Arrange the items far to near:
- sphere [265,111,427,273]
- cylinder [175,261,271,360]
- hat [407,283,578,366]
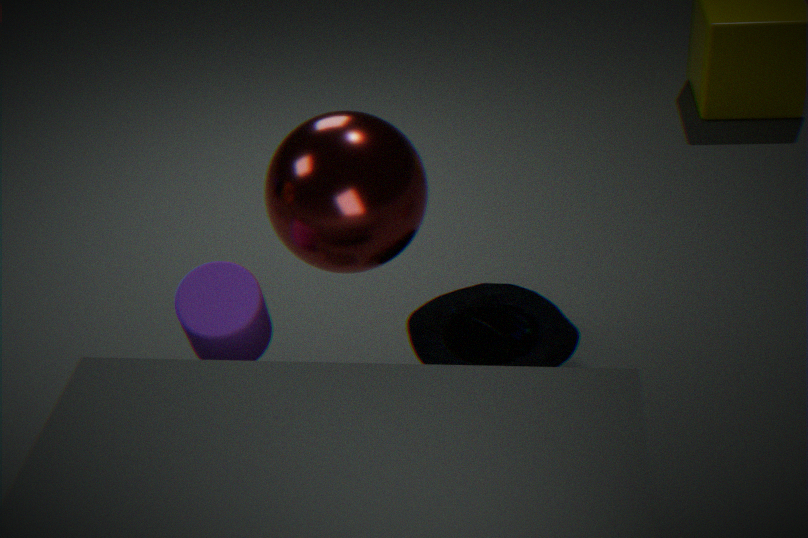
hat [407,283,578,366] < sphere [265,111,427,273] < cylinder [175,261,271,360]
